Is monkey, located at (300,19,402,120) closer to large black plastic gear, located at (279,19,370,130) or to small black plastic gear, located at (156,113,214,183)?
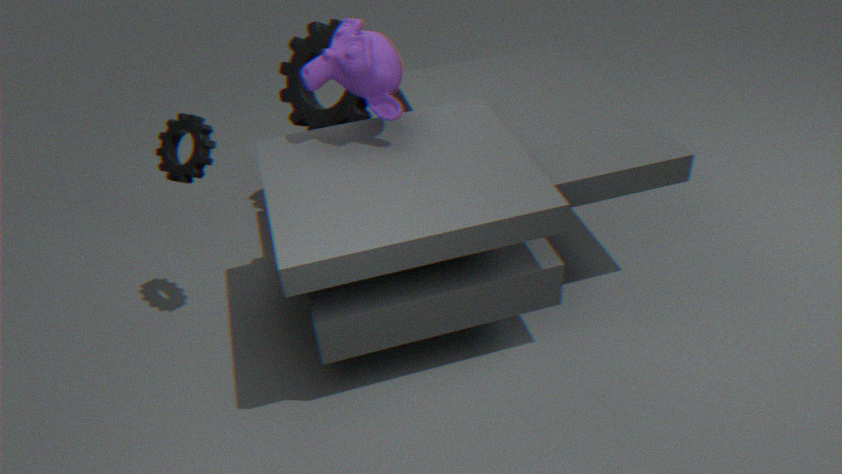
large black plastic gear, located at (279,19,370,130)
